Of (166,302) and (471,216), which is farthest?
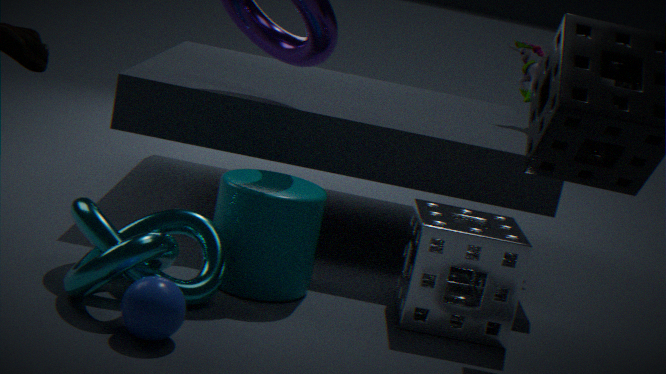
(471,216)
